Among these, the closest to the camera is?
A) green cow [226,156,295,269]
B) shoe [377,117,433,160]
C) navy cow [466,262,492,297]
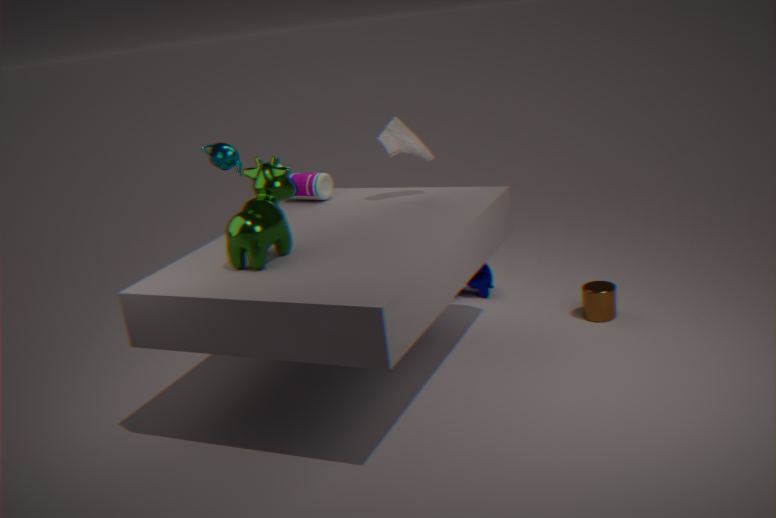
green cow [226,156,295,269]
